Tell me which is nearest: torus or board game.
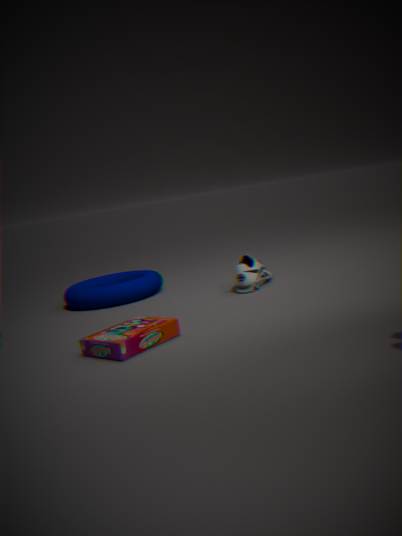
board game
